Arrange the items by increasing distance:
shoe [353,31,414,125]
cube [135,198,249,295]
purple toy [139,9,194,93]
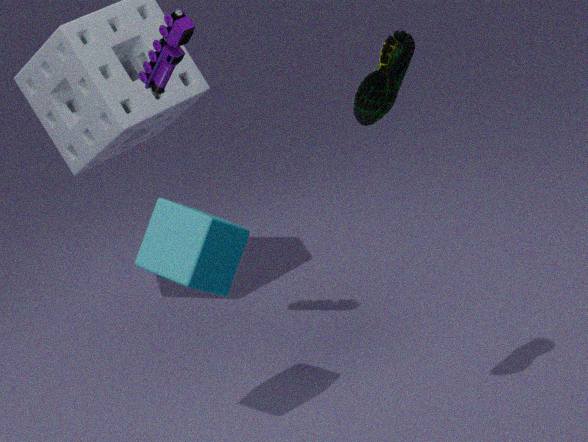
shoe [353,31,414,125] < cube [135,198,249,295] < purple toy [139,9,194,93]
